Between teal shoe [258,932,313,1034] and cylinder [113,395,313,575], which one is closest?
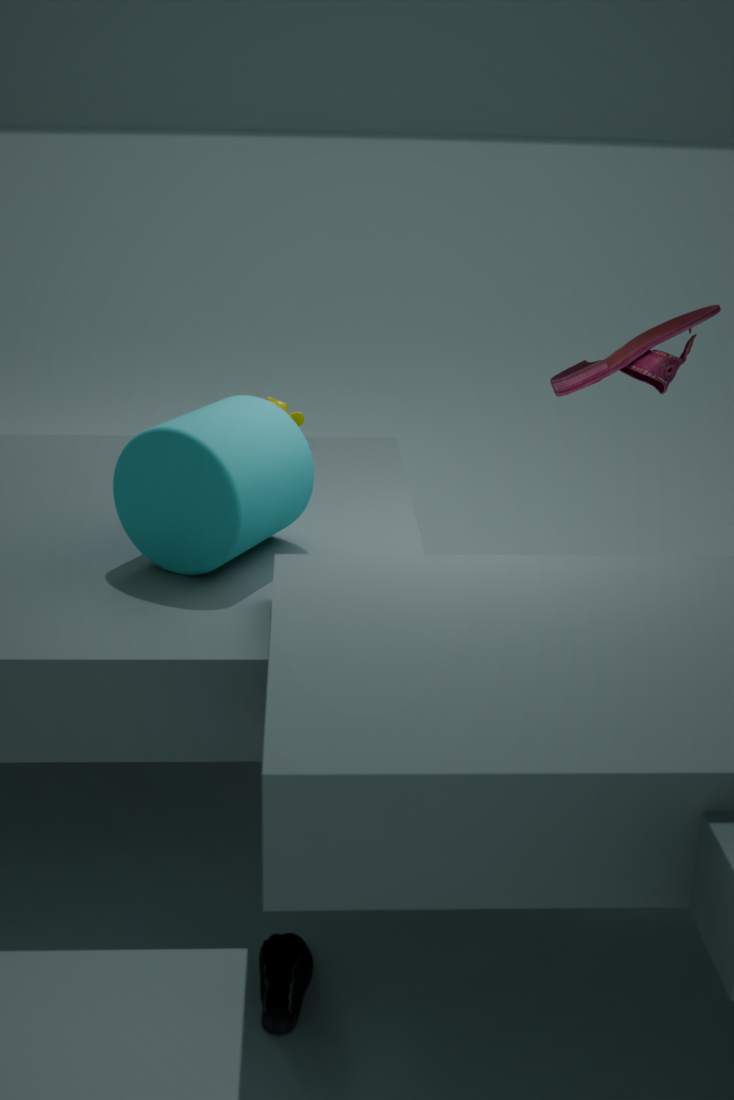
teal shoe [258,932,313,1034]
